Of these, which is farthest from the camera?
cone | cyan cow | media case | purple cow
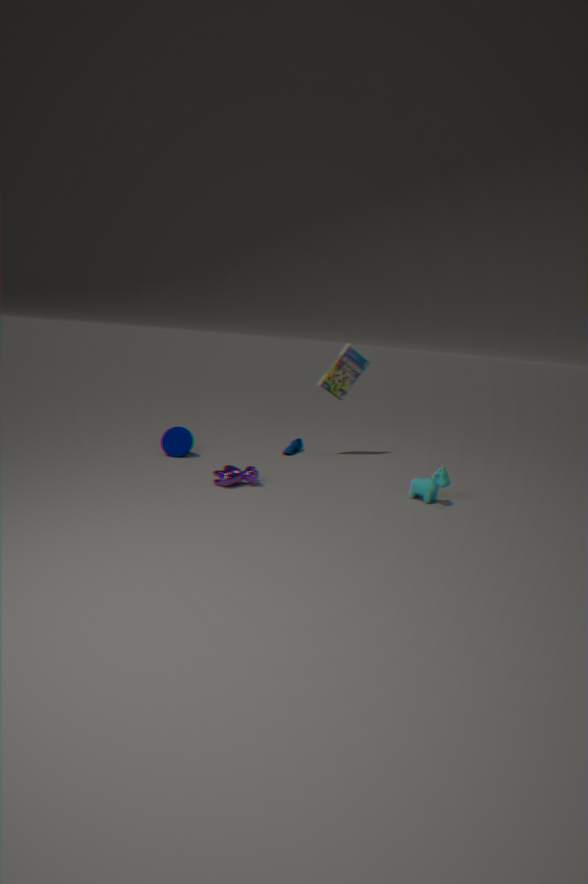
media case
